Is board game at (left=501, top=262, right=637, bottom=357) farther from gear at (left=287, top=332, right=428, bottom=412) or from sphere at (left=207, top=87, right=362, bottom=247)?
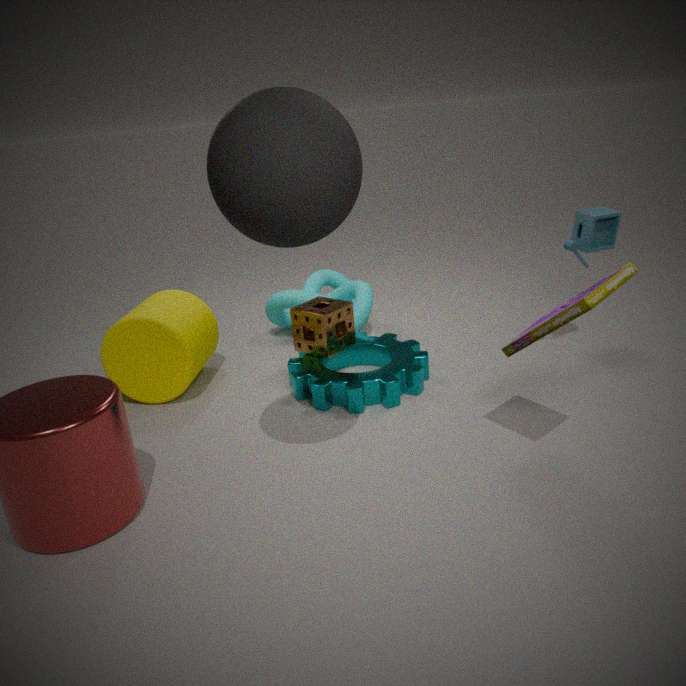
sphere at (left=207, top=87, right=362, bottom=247)
